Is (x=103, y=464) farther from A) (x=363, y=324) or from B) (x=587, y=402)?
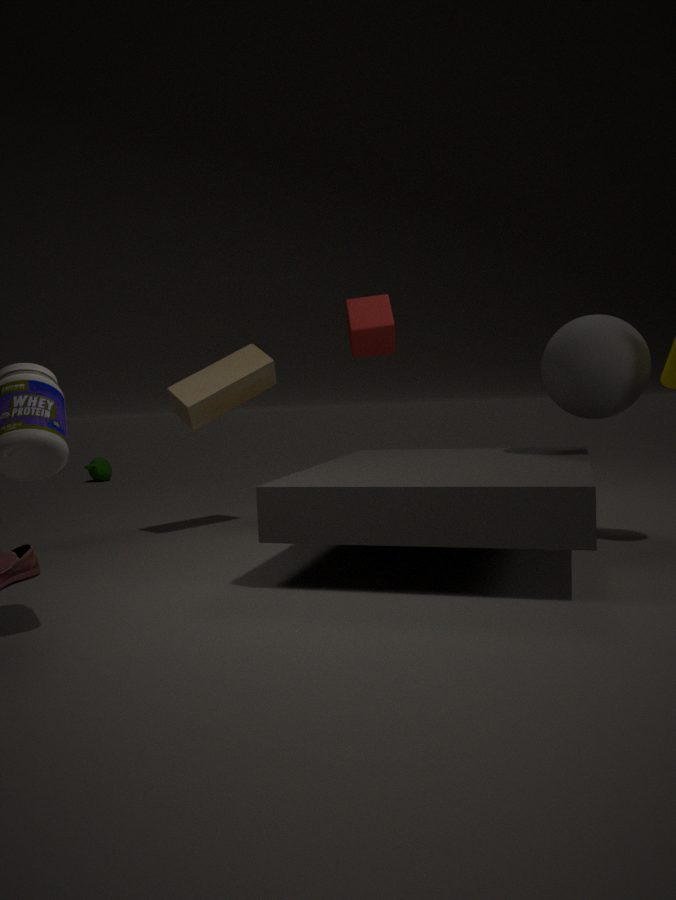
B) (x=587, y=402)
